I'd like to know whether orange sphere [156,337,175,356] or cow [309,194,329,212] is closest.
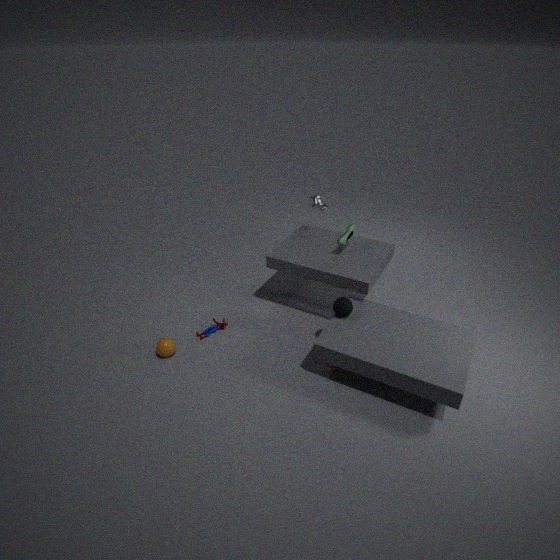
orange sphere [156,337,175,356]
